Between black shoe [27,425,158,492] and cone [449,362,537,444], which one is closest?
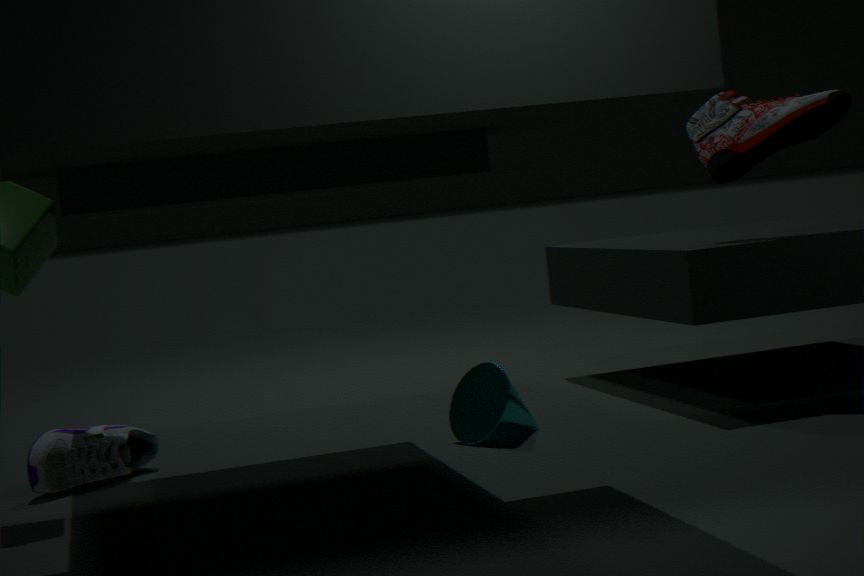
black shoe [27,425,158,492]
